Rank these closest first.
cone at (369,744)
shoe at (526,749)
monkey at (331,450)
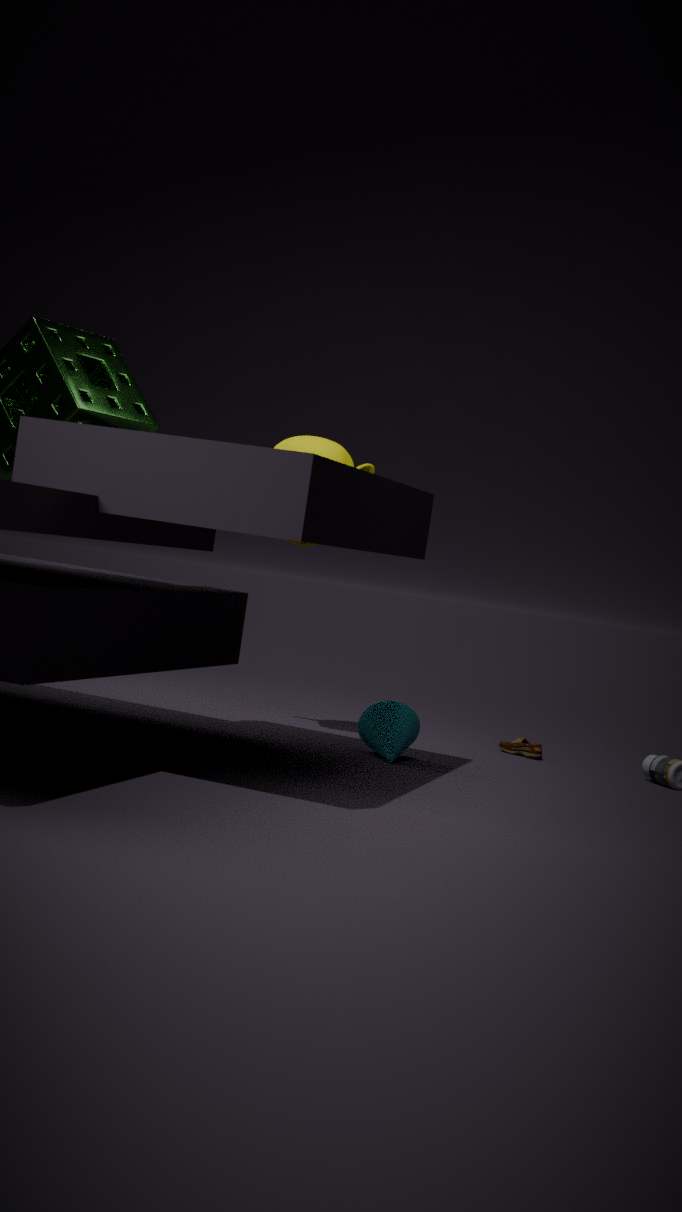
1. cone at (369,744)
2. monkey at (331,450)
3. shoe at (526,749)
